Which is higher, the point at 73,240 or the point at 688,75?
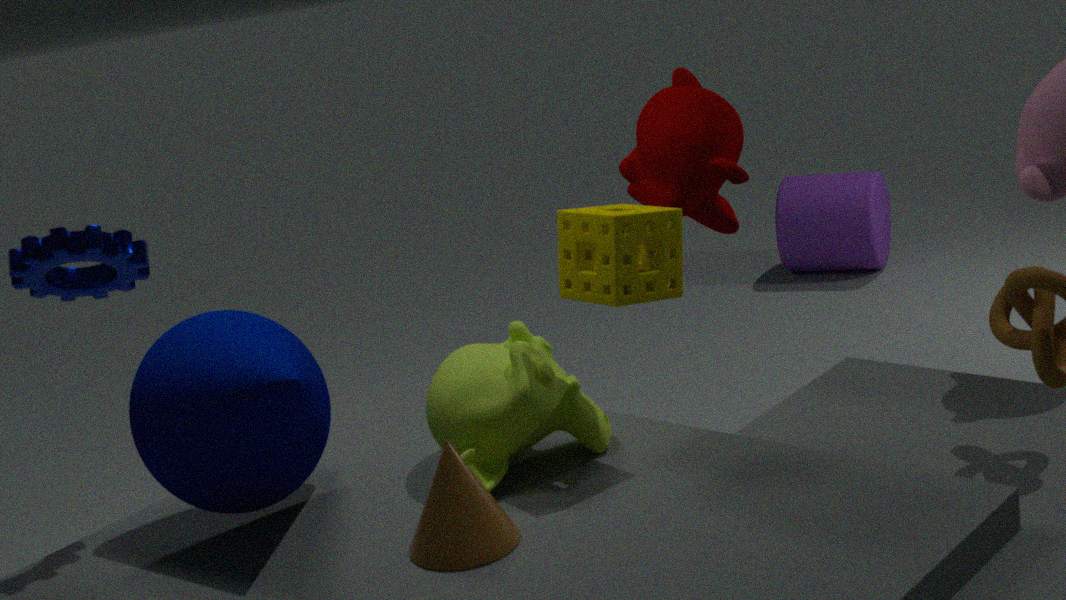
the point at 73,240
